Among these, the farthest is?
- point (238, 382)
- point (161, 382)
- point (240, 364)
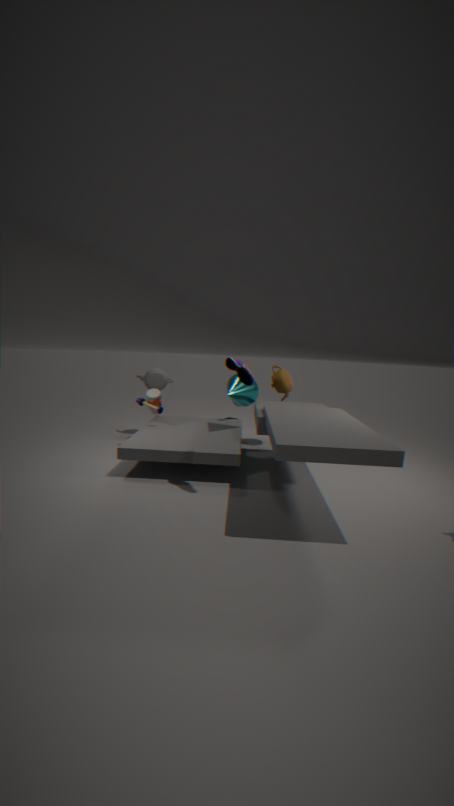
point (161, 382)
